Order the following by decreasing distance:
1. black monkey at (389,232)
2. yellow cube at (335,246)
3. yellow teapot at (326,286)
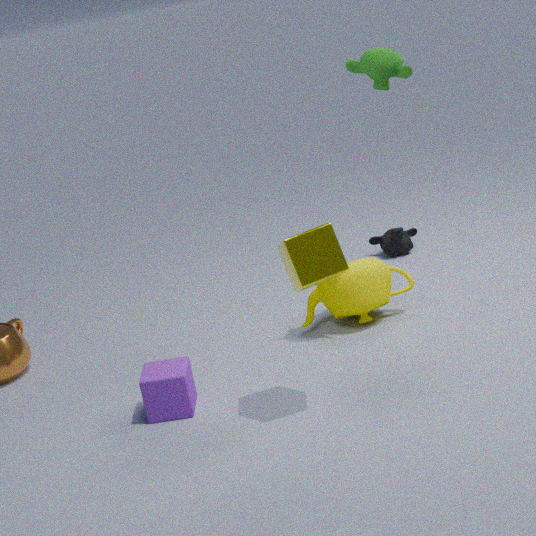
1. black monkey at (389,232)
2. yellow teapot at (326,286)
3. yellow cube at (335,246)
